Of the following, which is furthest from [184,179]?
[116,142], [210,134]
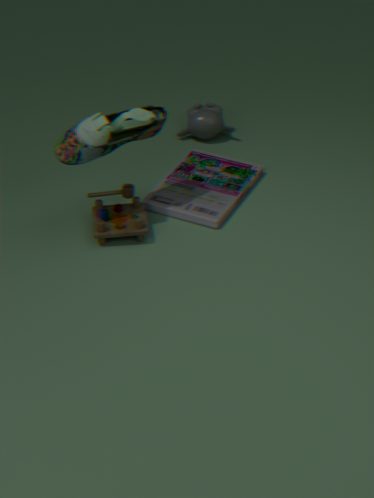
[116,142]
